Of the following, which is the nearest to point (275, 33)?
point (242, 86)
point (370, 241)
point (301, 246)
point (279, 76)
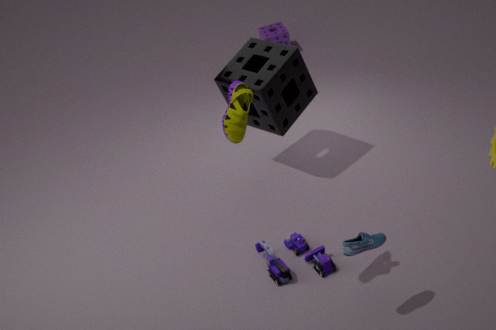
point (279, 76)
